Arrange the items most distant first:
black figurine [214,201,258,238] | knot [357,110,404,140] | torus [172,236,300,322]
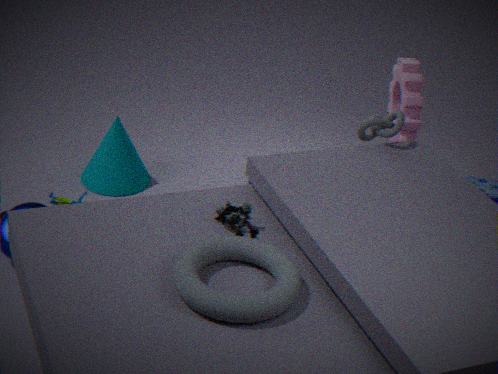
knot [357,110,404,140]
black figurine [214,201,258,238]
torus [172,236,300,322]
